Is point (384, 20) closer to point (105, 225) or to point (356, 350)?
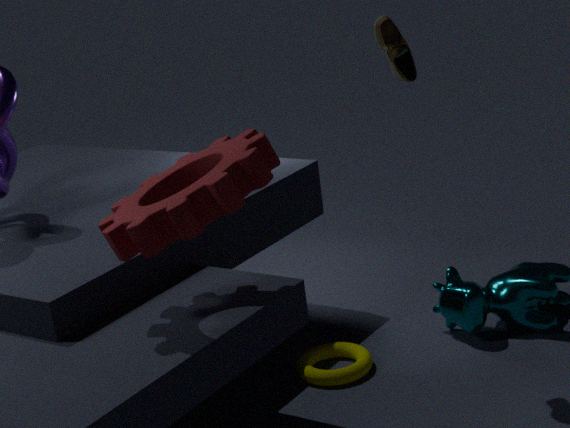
point (105, 225)
